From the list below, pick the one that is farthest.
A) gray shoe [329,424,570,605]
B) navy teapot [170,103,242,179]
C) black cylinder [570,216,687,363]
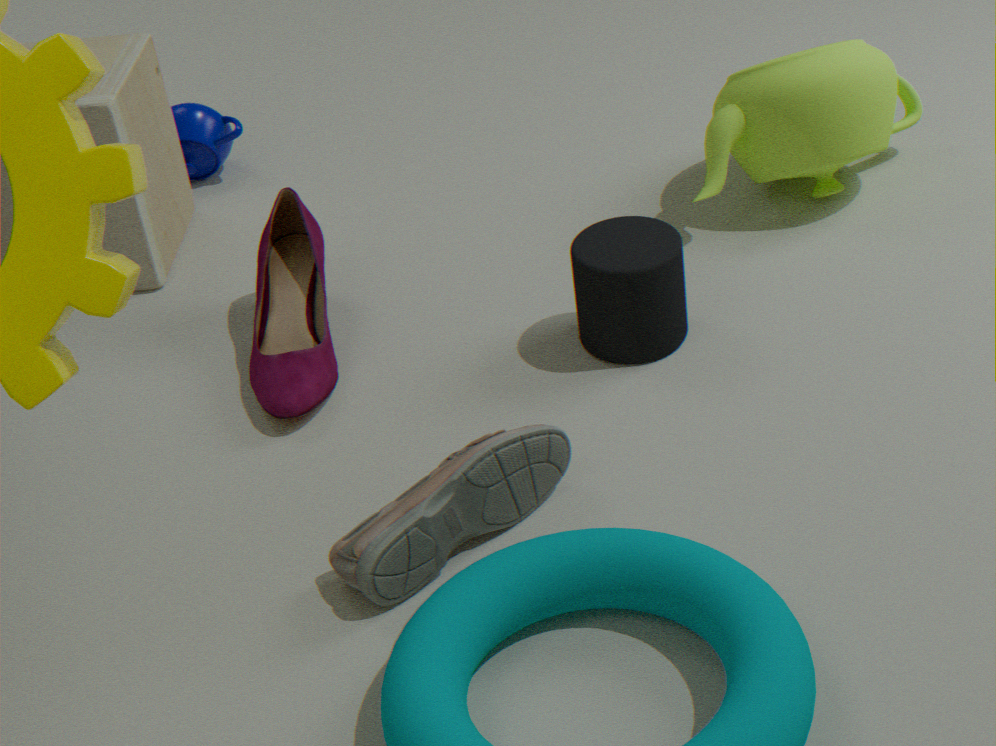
navy teapot [170,103,242,179]
